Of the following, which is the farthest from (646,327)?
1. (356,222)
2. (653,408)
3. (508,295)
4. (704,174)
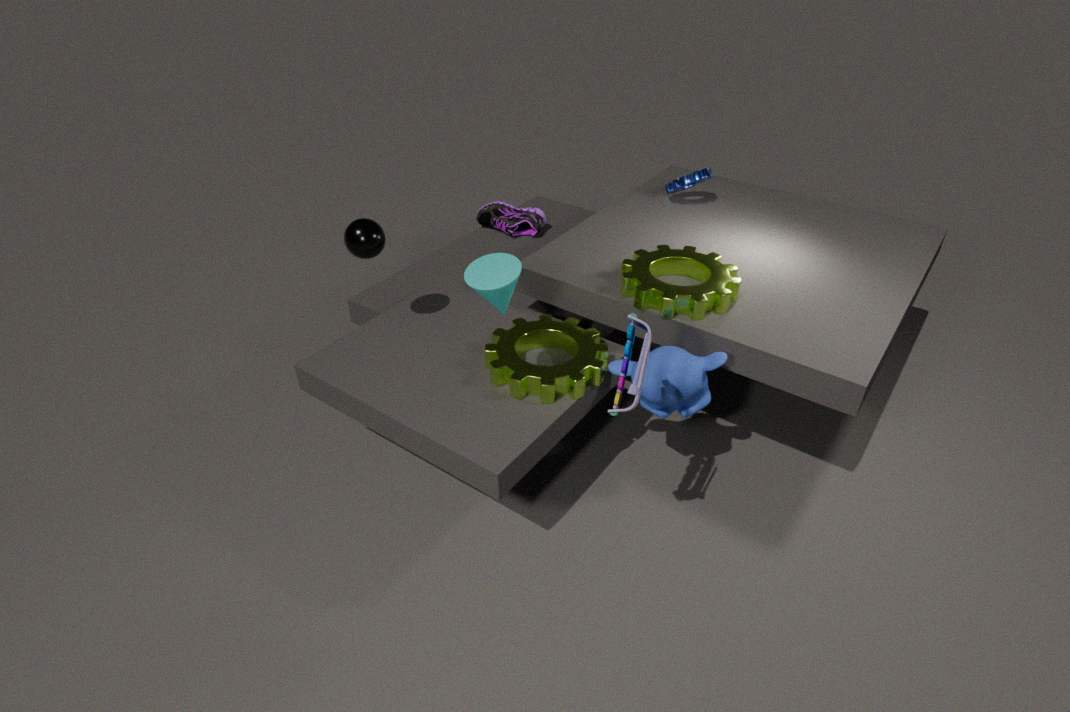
(704,174)
